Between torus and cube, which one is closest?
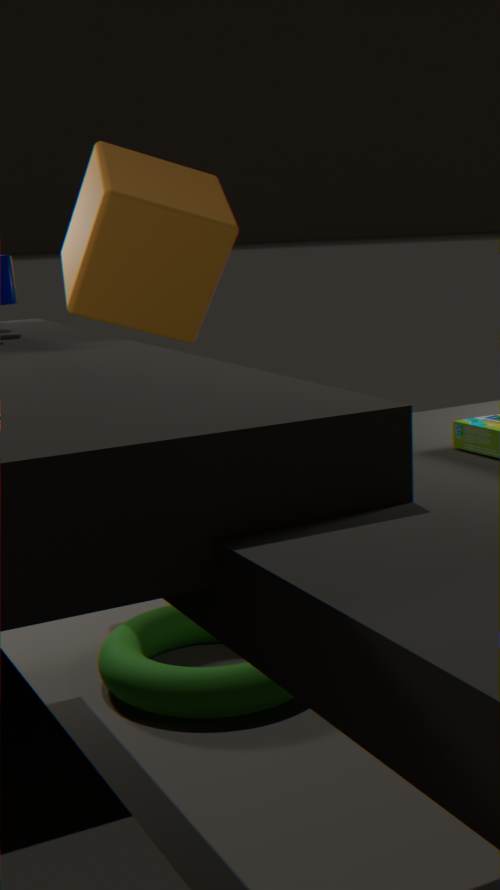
torus
